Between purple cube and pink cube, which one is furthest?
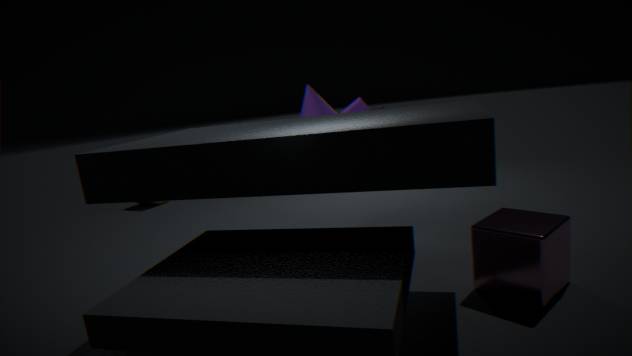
purple cube
